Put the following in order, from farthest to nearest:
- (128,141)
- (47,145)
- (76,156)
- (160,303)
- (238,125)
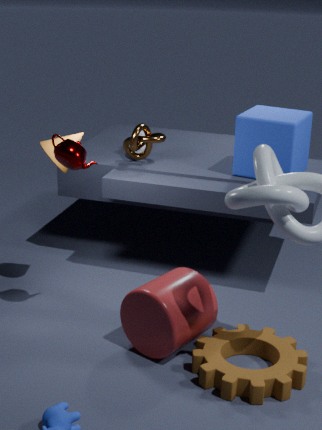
(128,141), (238,125), (47,145), (76,156), (160,303)
